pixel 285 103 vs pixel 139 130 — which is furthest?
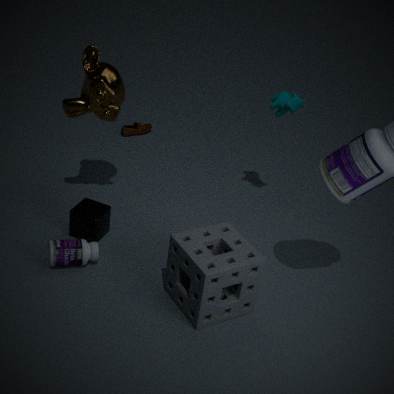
pixel 139 130
